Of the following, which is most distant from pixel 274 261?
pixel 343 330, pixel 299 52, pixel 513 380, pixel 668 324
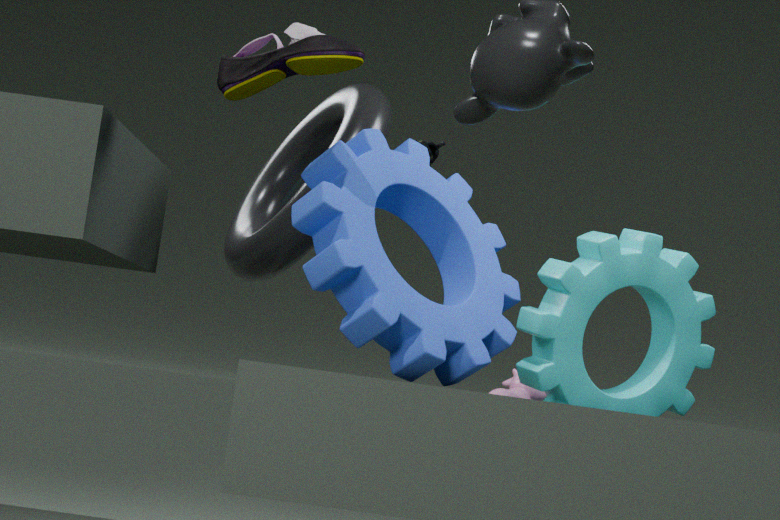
pixel 668 324
